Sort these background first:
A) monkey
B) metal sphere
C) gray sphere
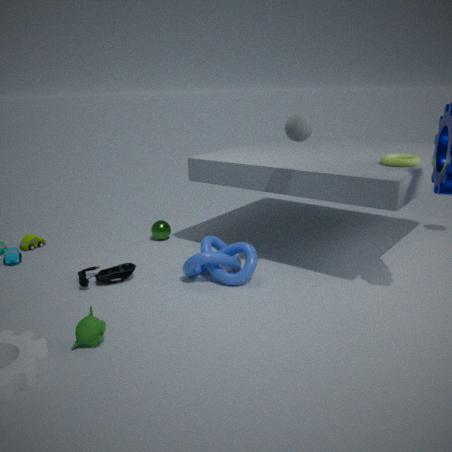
Result: metal sphere → gray sphere → monkey
